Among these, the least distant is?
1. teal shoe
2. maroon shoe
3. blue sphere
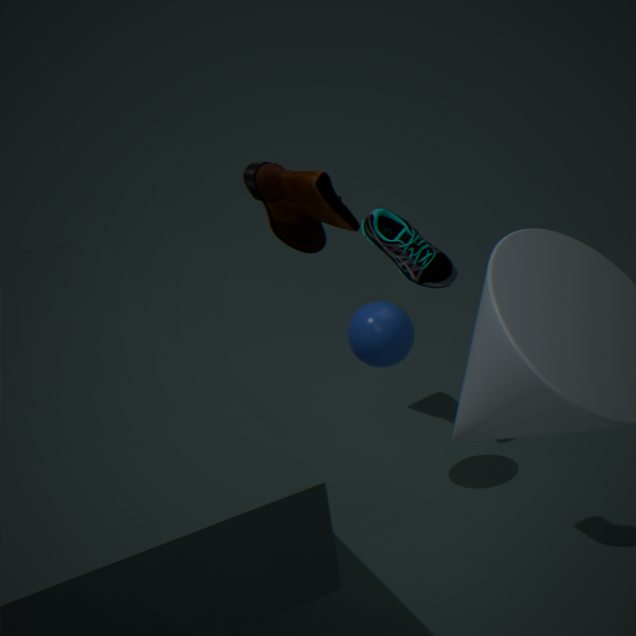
teal shoe
